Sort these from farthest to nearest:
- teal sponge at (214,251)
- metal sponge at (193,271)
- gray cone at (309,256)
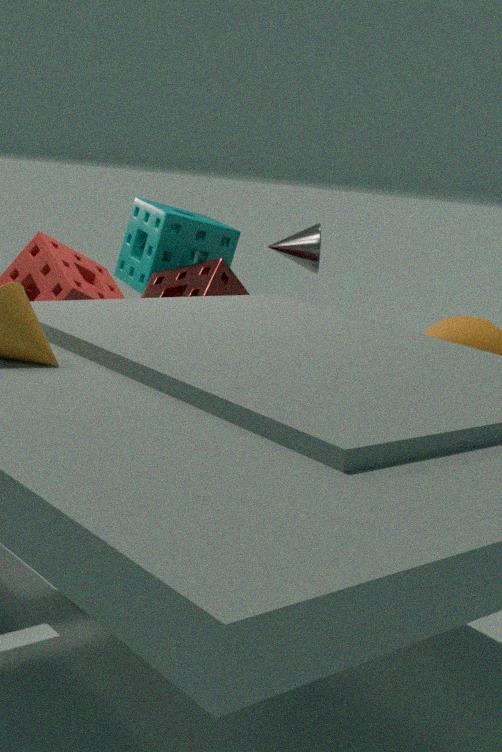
teal sponge at (214,251) → gray cone at (309,256) → metal sponge at (193,271)
